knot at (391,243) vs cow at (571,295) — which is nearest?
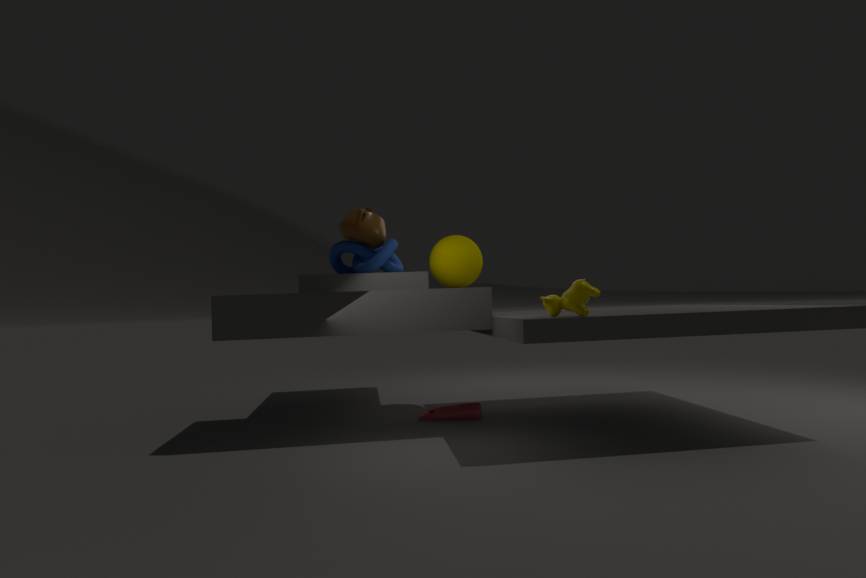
cow at (571,295)
